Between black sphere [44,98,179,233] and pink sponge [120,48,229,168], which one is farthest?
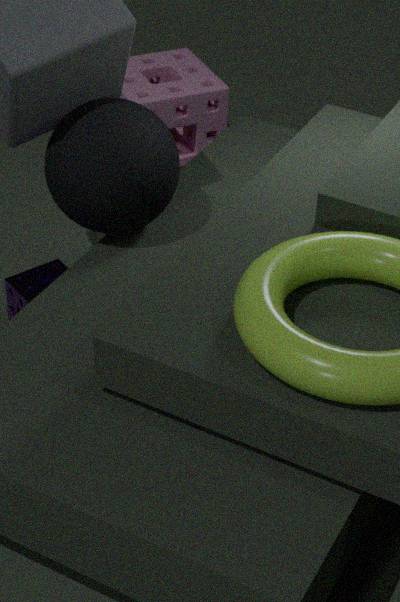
pink sponge [120,48,229,168]
